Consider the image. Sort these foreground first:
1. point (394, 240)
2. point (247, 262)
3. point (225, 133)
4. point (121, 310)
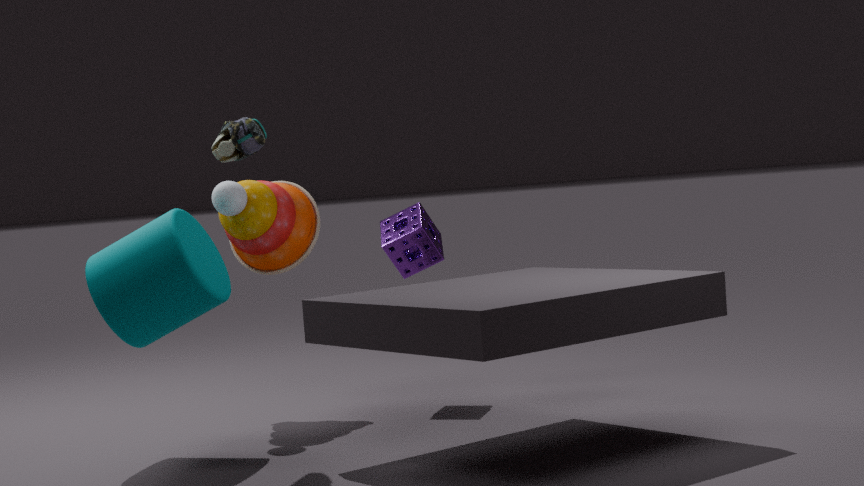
1. point (121, 310)
2. point (225, 133)
3. point (394, 240)
4. point (247, 262)
